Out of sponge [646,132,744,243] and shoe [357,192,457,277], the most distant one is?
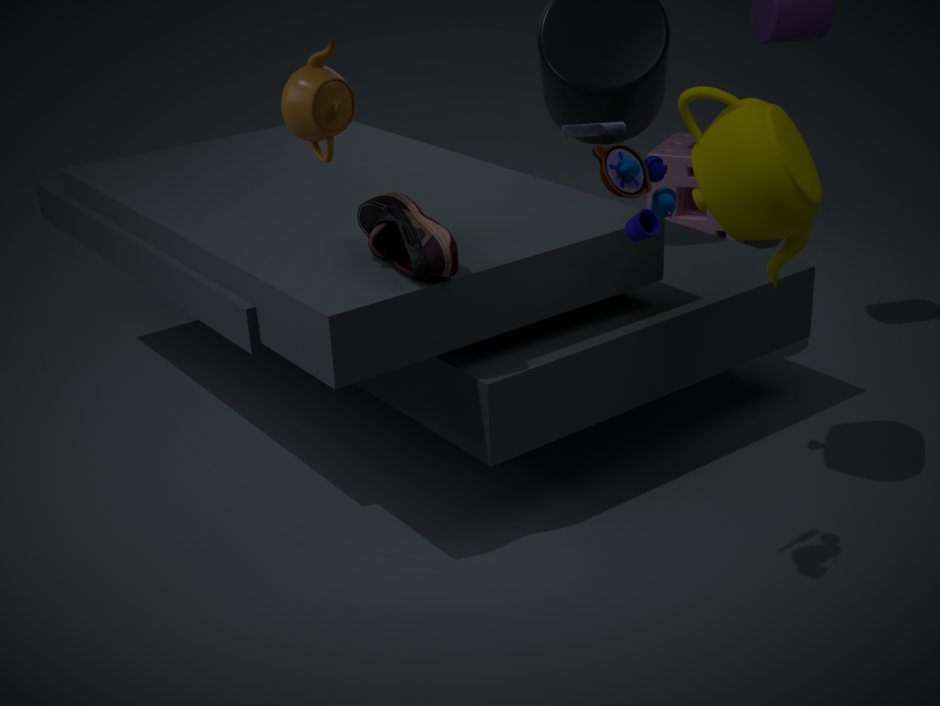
sponge [646,132,744,243]
